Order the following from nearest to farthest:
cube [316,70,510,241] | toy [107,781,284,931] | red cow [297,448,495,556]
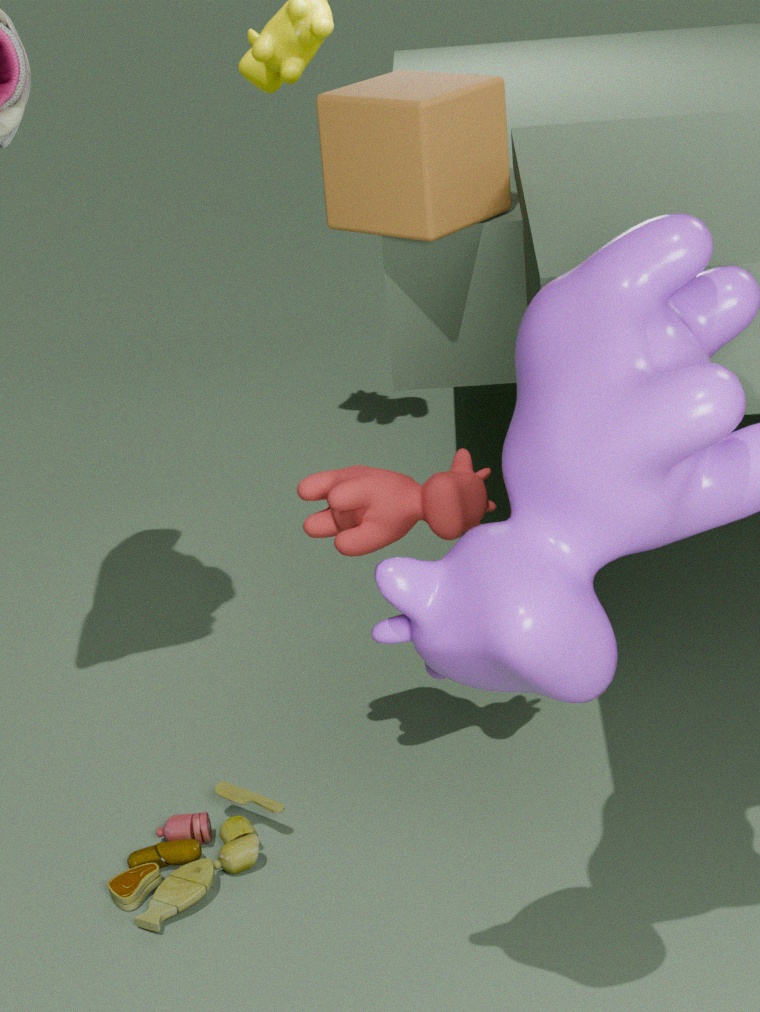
cube [316,70,510,241] < toy [107,781,284,931] < red cow [297,448,495,556]
